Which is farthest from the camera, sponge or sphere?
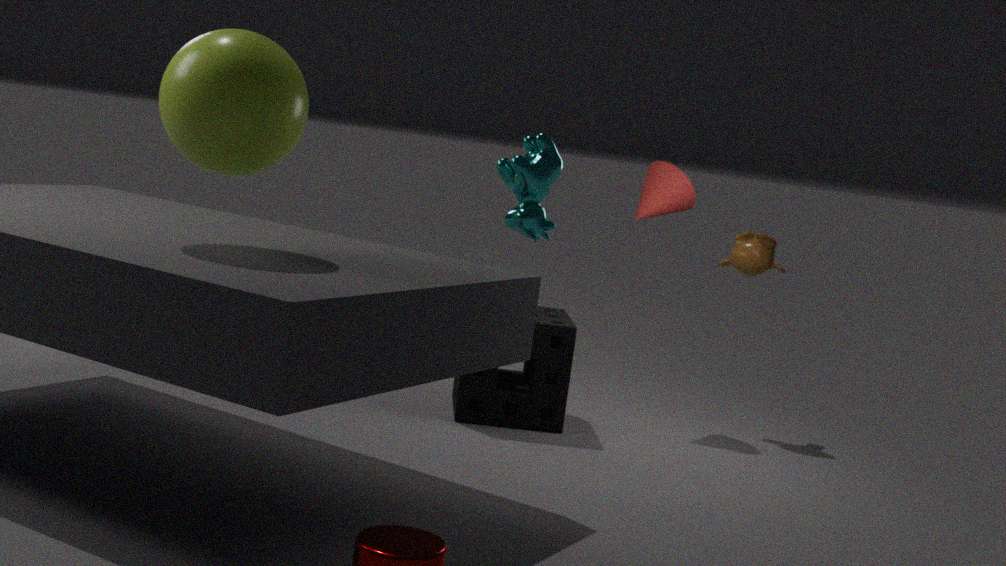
sponge
